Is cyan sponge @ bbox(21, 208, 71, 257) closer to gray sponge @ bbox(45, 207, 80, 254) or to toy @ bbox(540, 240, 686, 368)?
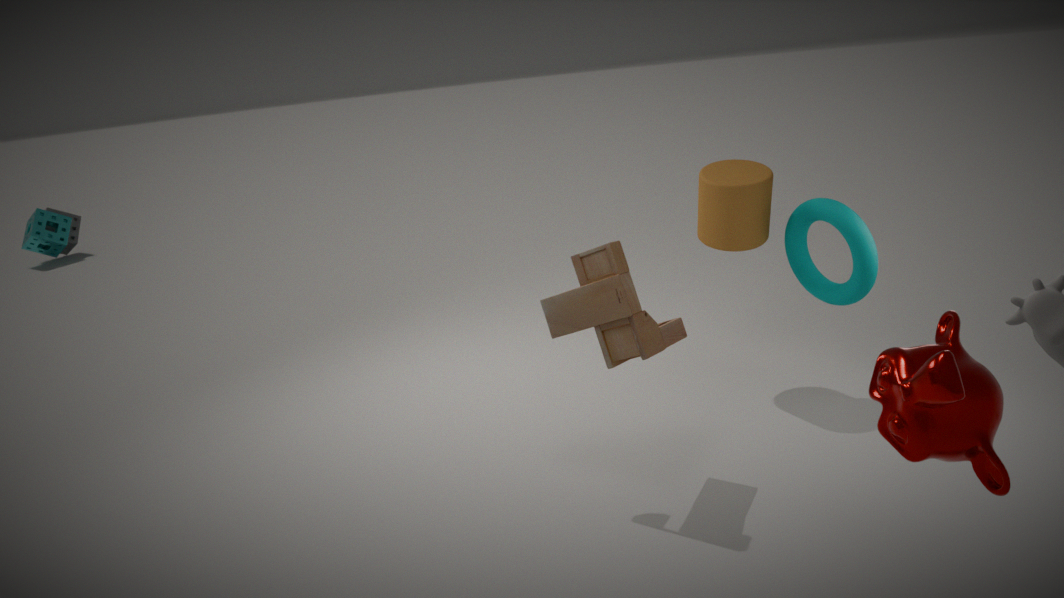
gray sponge @ bbox(45, 207, 80, 254)
